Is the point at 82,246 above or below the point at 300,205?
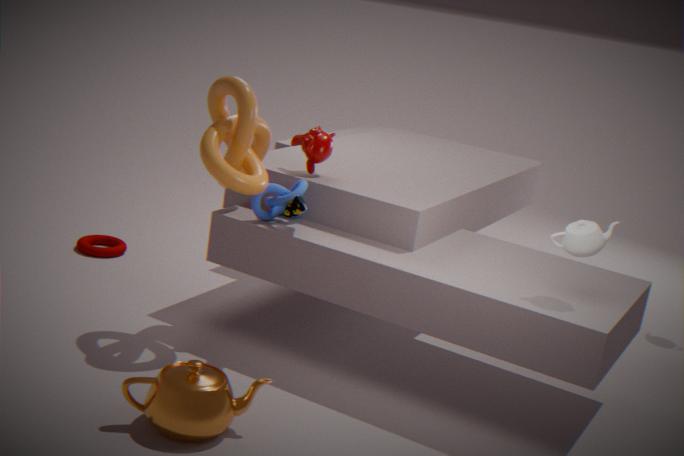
below
